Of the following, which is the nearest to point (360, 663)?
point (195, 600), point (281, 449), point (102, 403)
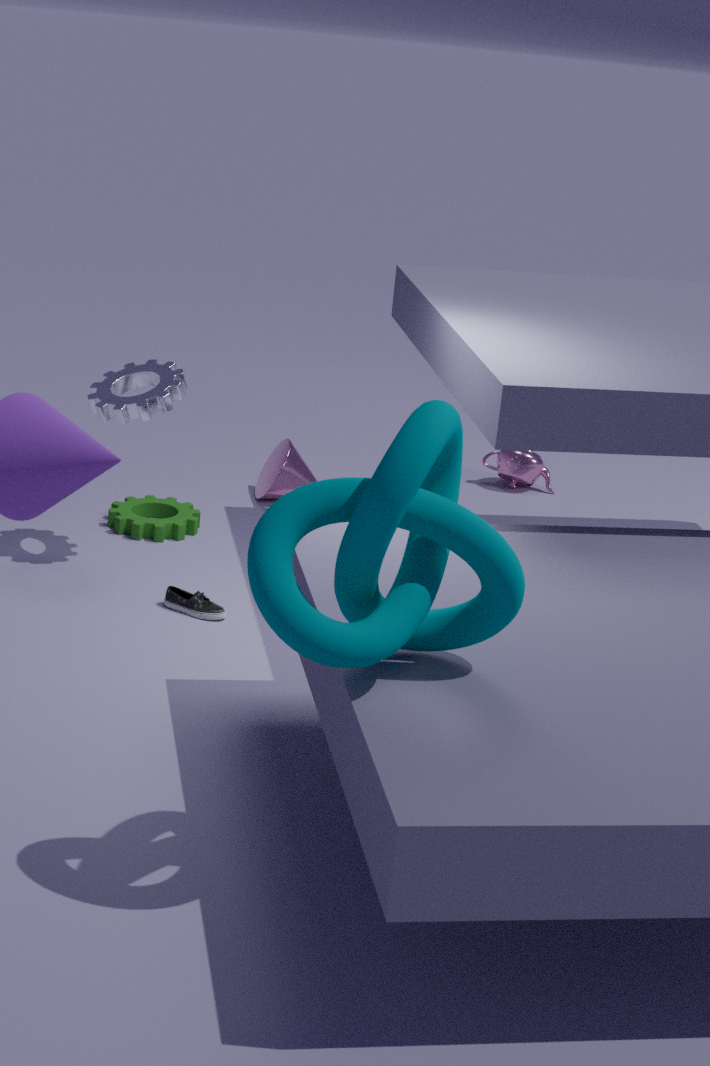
point (195, 600)
